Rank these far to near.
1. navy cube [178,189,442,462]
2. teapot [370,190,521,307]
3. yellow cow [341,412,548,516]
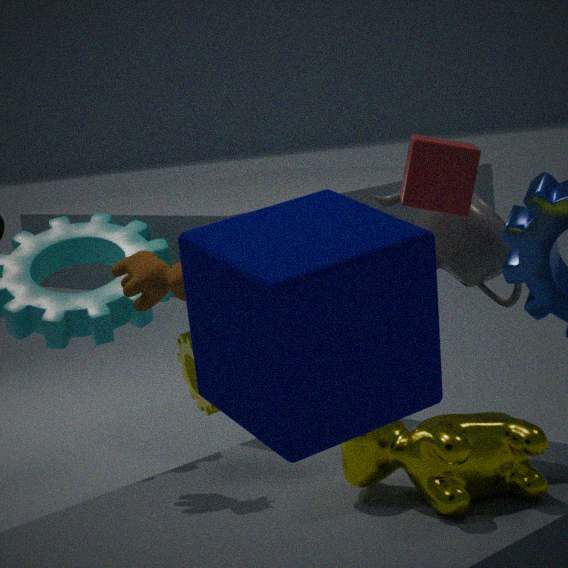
teapot [370,190,521,307]
yellow cow [341,412,548,516]
navy cube [178,189,442,462]
